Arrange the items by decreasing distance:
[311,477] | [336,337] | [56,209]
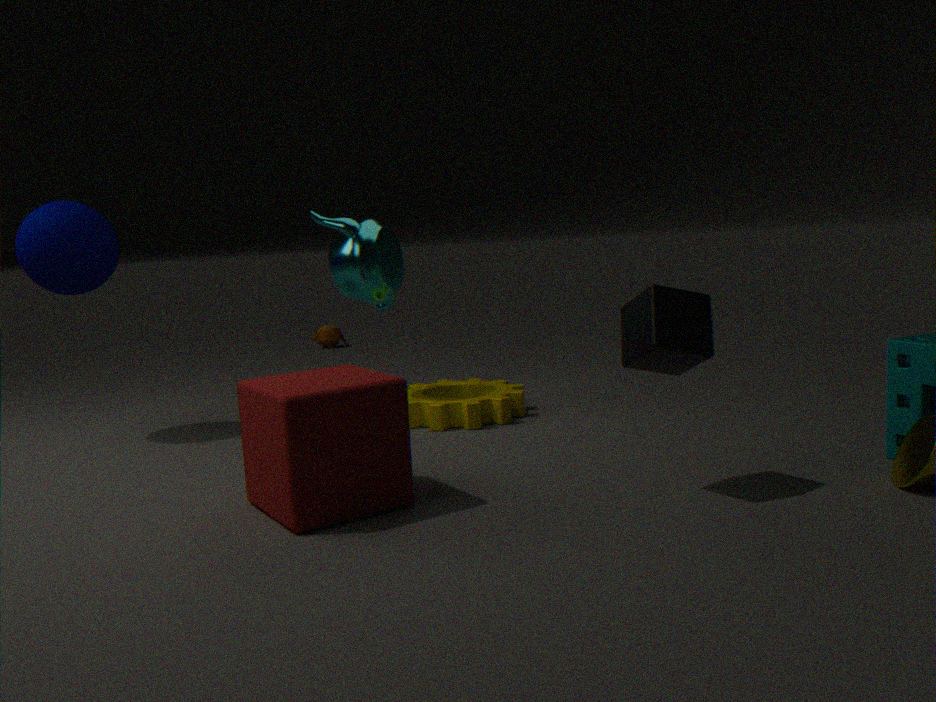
[336,337] < [56,209] < [311,477]
